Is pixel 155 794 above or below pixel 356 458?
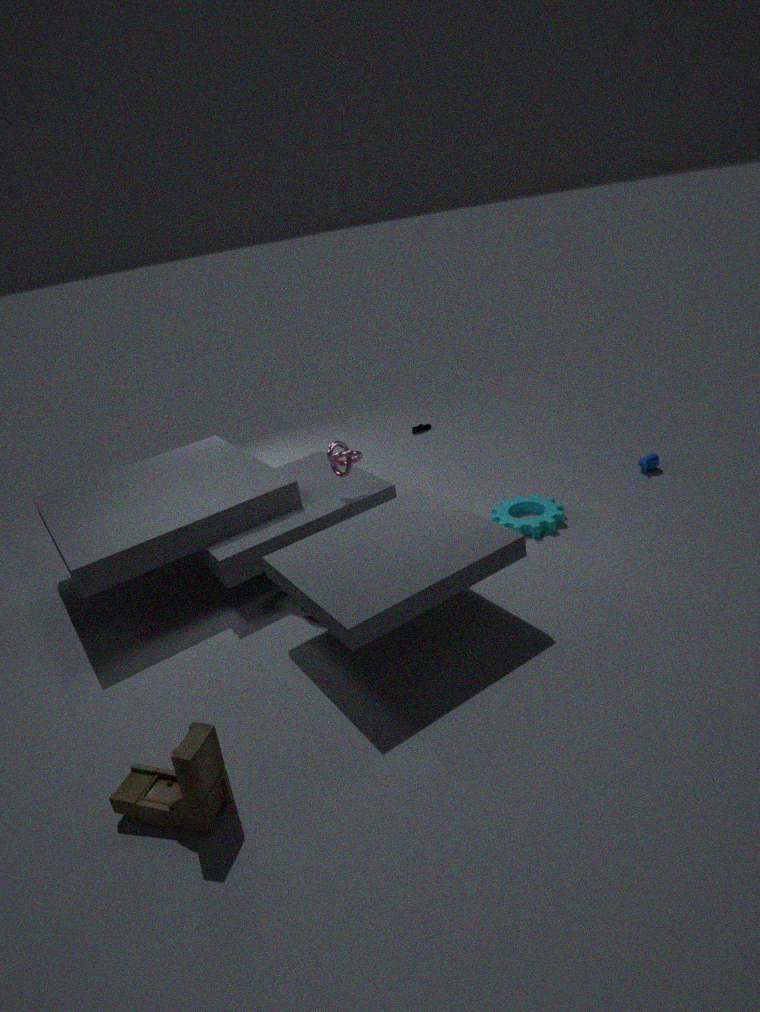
below
